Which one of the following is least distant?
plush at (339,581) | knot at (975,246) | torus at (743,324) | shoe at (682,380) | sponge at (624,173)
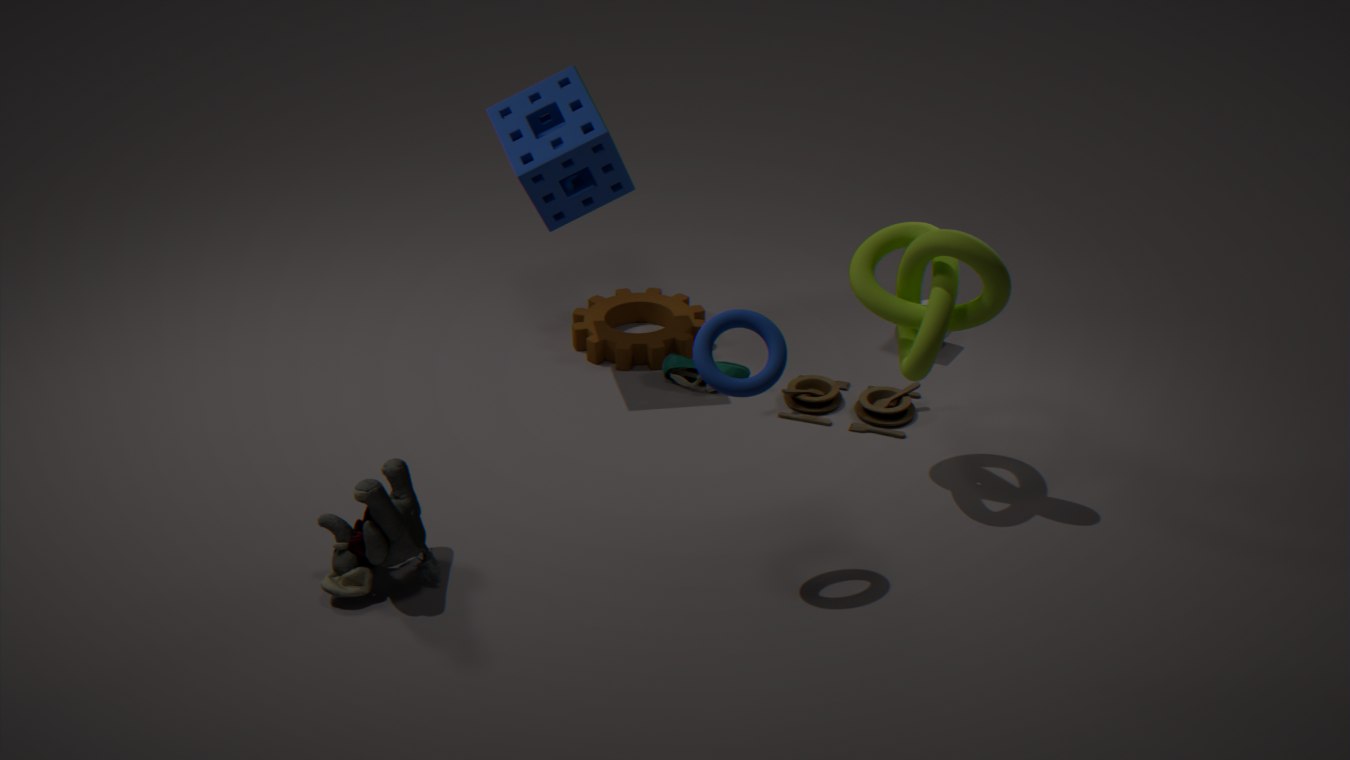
torus at (743,324)
